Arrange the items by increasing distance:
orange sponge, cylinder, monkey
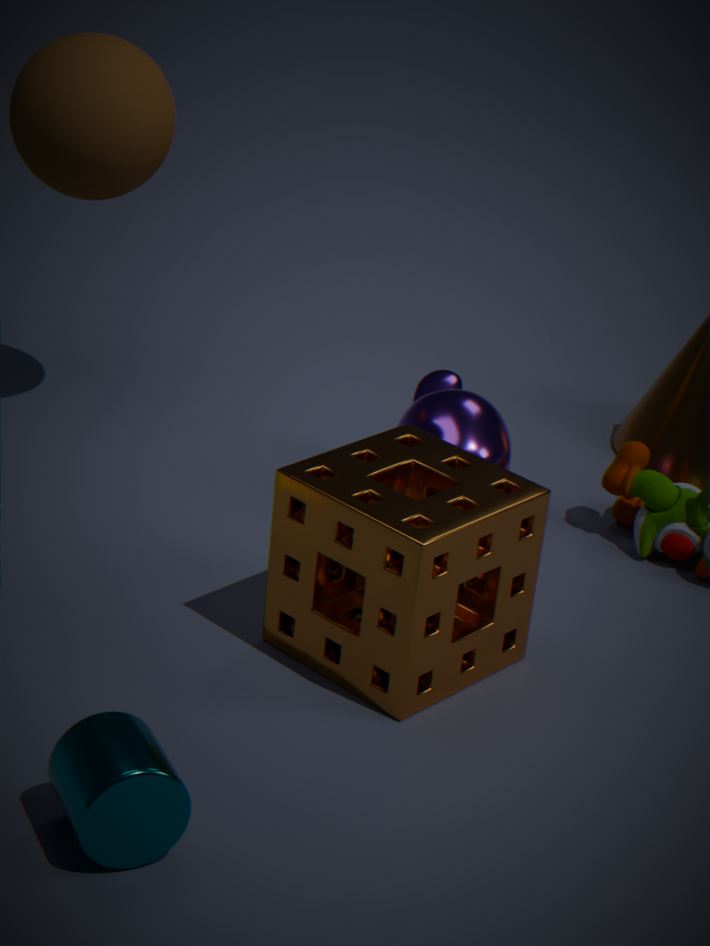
cylinder, orange sponge, monkey
